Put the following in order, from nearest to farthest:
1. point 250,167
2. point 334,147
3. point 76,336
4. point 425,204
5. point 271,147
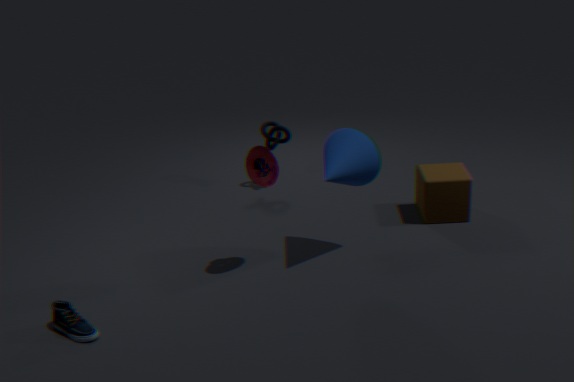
point 76,336, point 250,167, point 334,147, point 425,204, point 271,147
